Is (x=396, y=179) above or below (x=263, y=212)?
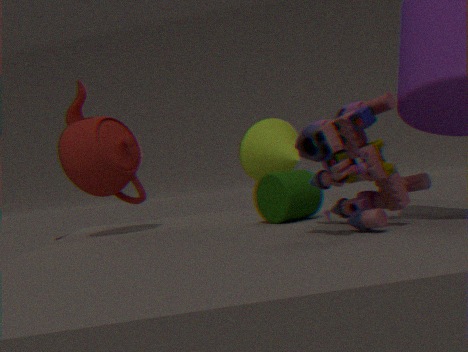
above
